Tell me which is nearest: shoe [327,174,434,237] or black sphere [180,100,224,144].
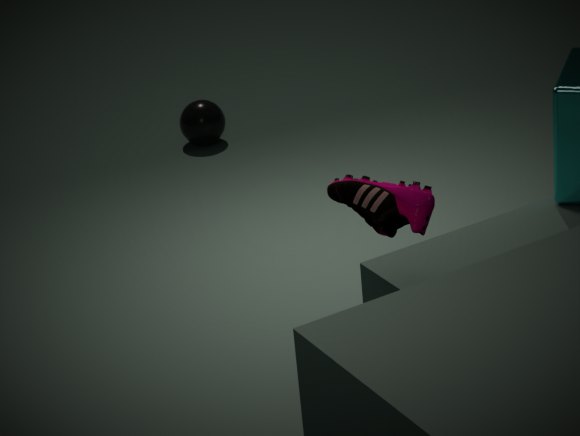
shoe [327,174,434,237]
